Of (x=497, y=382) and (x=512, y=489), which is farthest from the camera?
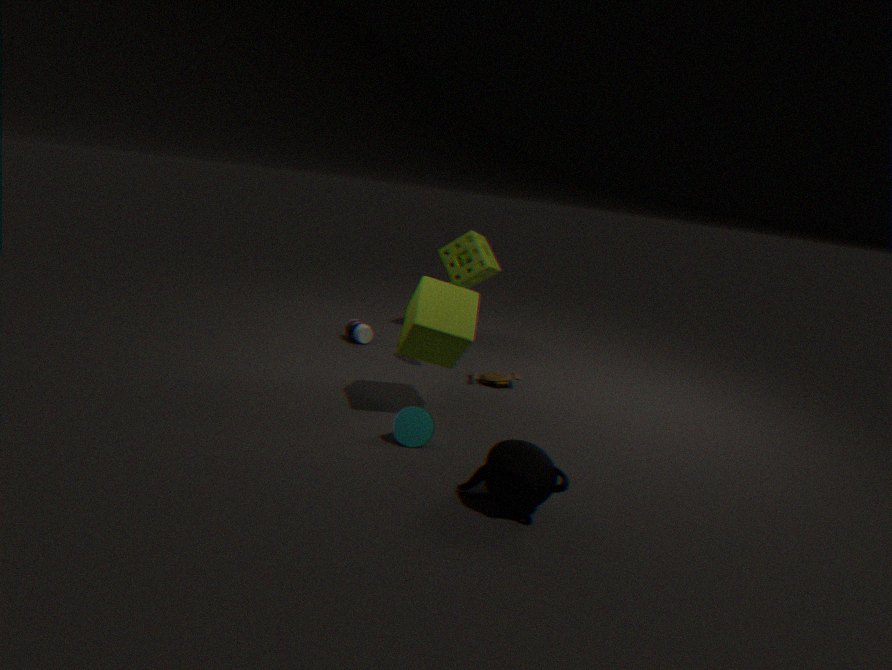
(x=497, y=382)
